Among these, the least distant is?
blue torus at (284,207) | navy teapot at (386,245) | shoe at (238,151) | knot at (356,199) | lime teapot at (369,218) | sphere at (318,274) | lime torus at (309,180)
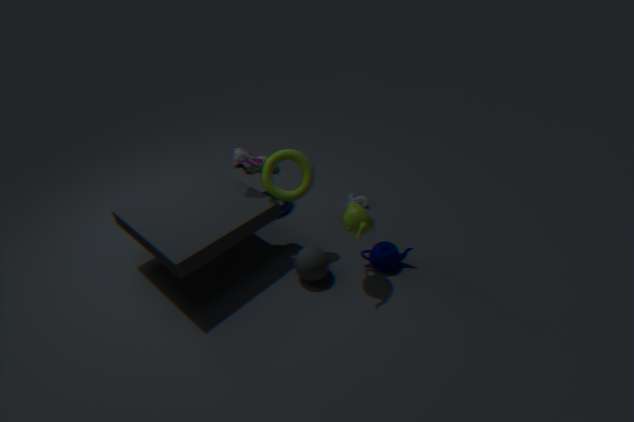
lime teapot at (369,218)
